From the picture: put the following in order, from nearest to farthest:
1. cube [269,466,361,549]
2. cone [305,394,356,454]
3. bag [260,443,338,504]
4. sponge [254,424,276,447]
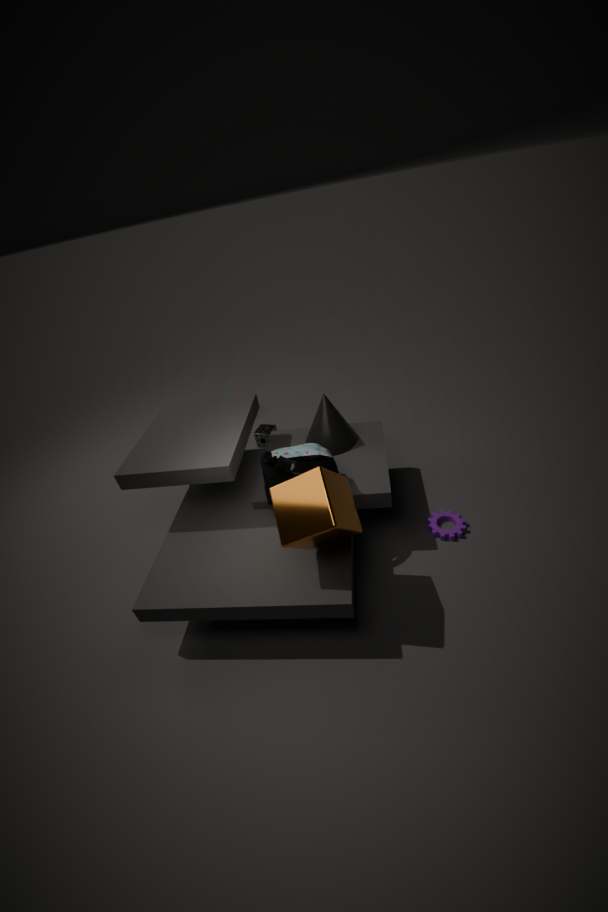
cube [269,466,361,549] < bag [260,443,338,504] < cone [305,394,356,454] < sponge [254,424,276,447]
